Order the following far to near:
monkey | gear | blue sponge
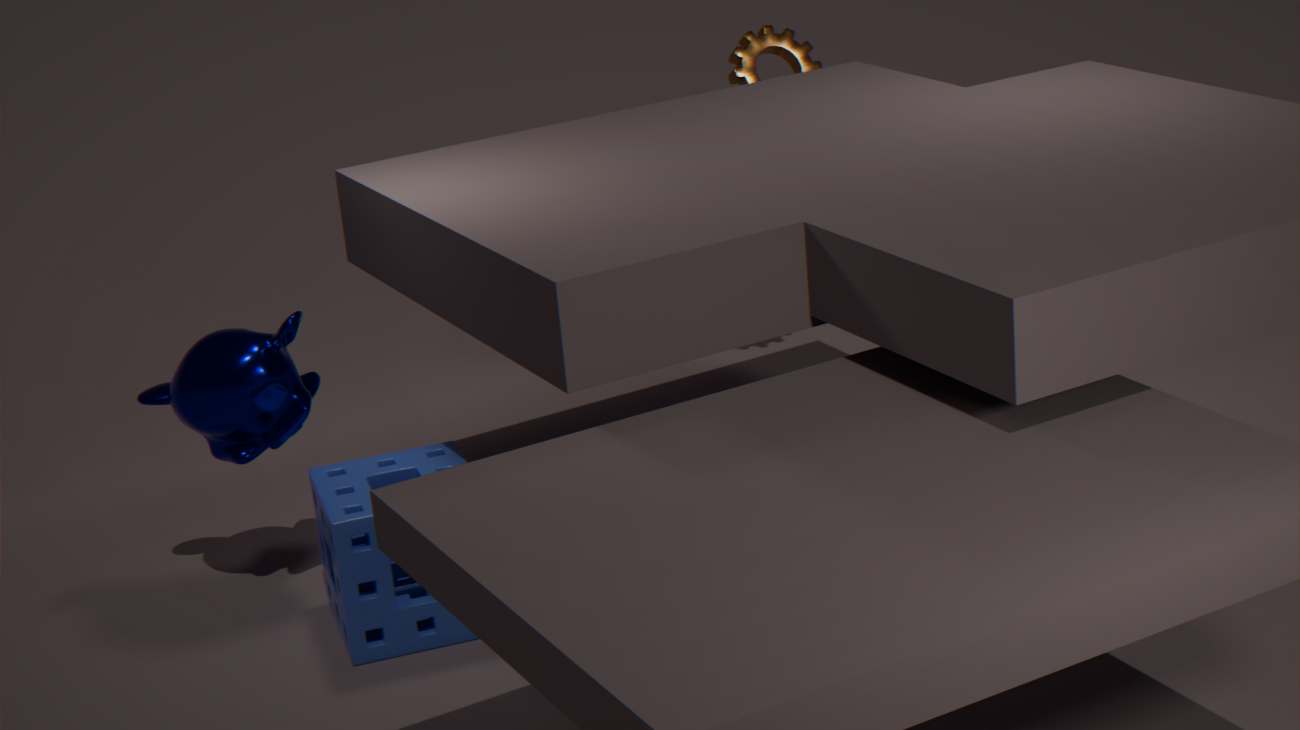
gear, monkey, blue sponge
